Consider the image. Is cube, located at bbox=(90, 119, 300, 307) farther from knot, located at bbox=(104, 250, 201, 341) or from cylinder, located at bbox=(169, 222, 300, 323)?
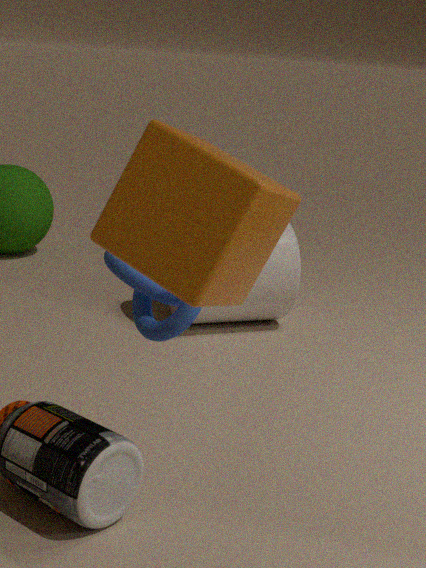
cylinder, located at bbox=(169, 222, 300, 323)
